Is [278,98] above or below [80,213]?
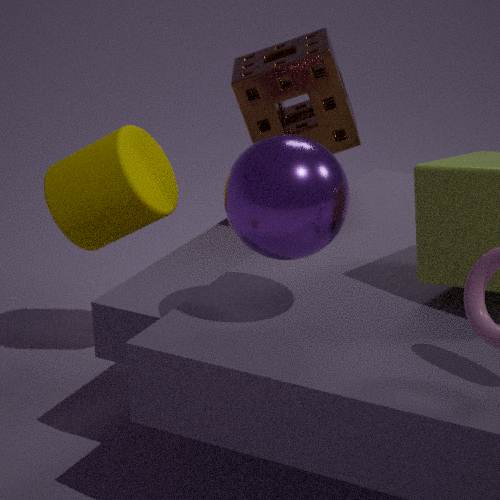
above
